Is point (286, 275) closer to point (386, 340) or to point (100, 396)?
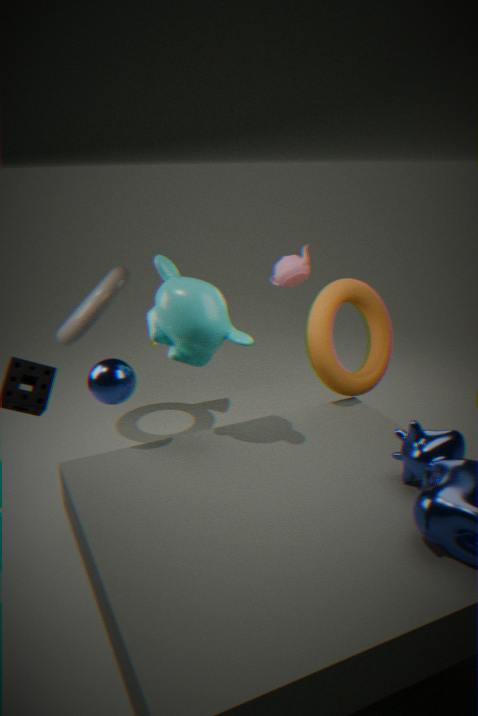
point (386, 340)
